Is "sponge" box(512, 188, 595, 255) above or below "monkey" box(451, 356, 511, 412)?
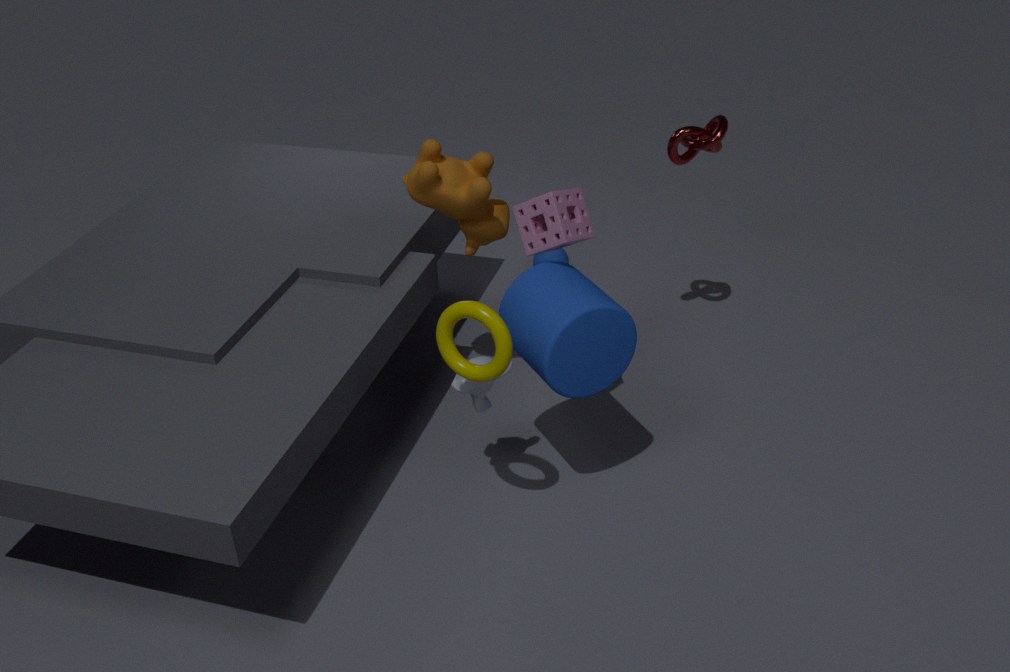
above
